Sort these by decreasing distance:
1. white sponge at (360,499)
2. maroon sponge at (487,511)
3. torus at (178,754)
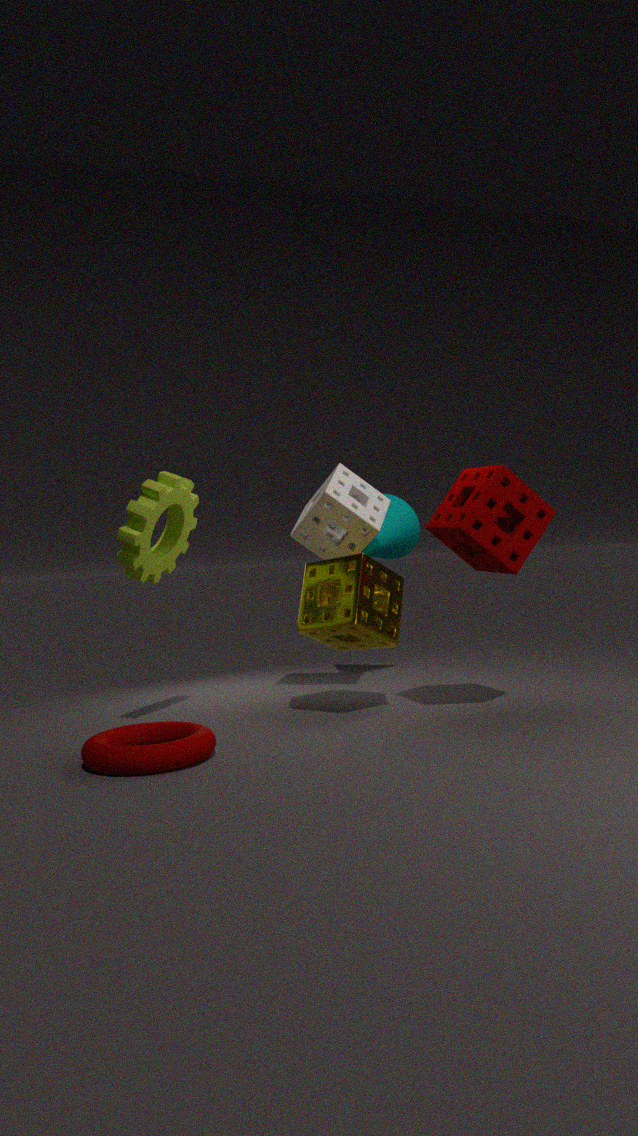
white sponge at (360,499) < maroon sponge at (487,511) < torus at (178,754)
